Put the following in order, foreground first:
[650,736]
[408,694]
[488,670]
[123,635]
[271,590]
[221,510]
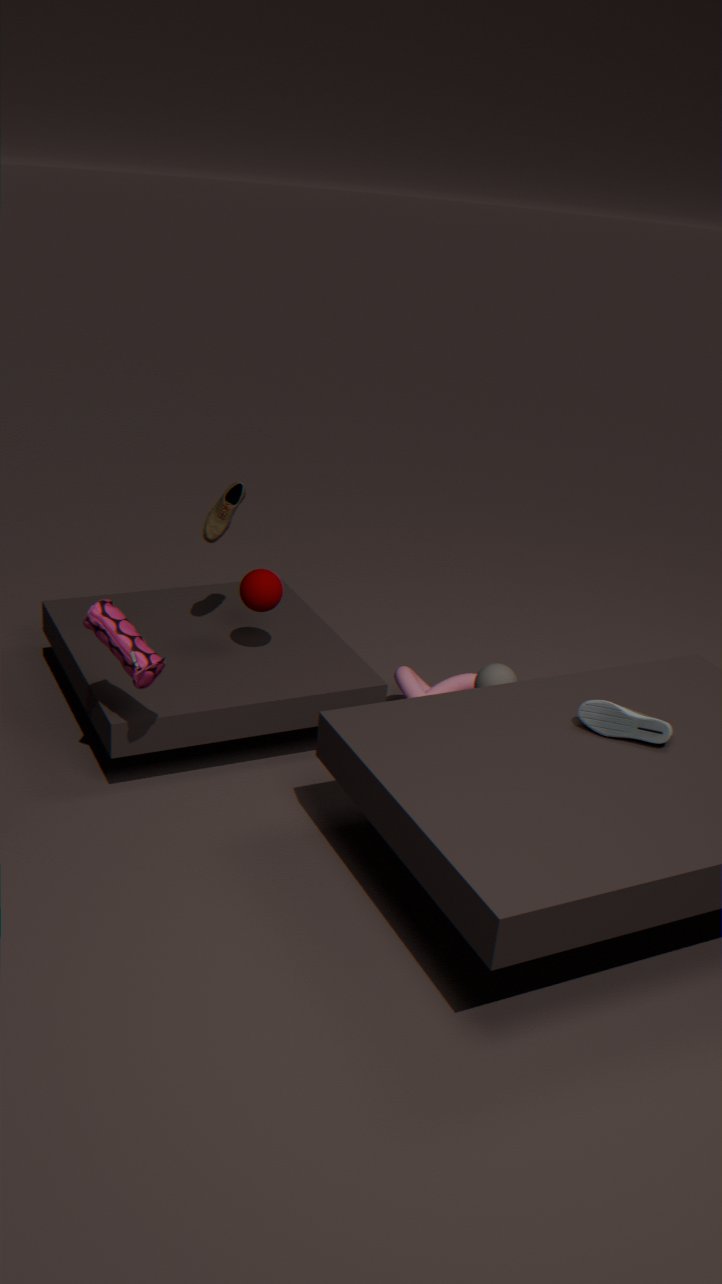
1. [123,635]
2. [650,736]
3. [488,670]
4. [271,590]
5. [221,510]
6. [408,694]
